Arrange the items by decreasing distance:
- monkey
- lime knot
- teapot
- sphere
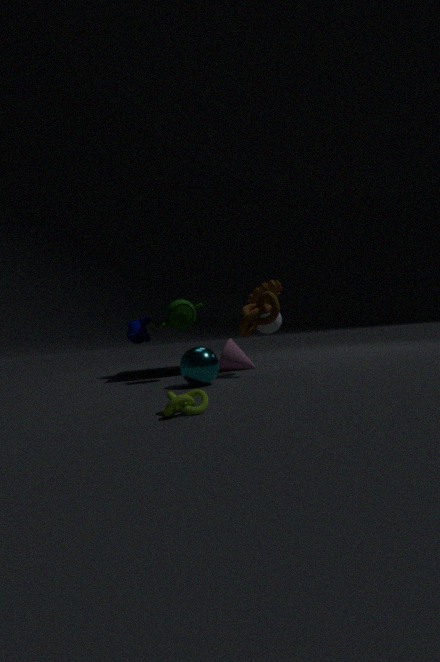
1. monkey
2. teapot
3. sphere
4. lime knot
